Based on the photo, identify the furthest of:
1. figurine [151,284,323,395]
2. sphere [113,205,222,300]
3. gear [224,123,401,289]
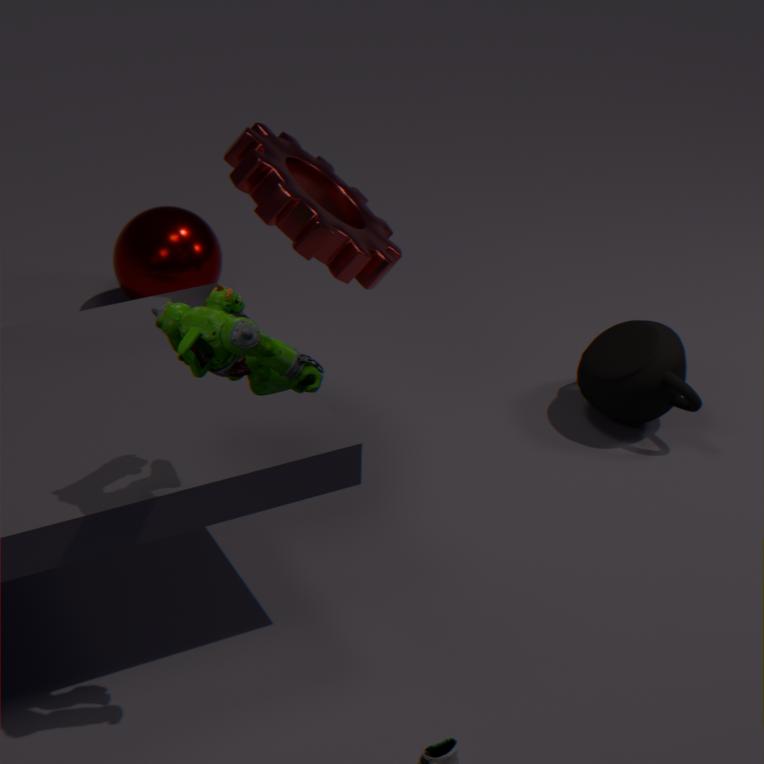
sphere [113,205,222,300]
